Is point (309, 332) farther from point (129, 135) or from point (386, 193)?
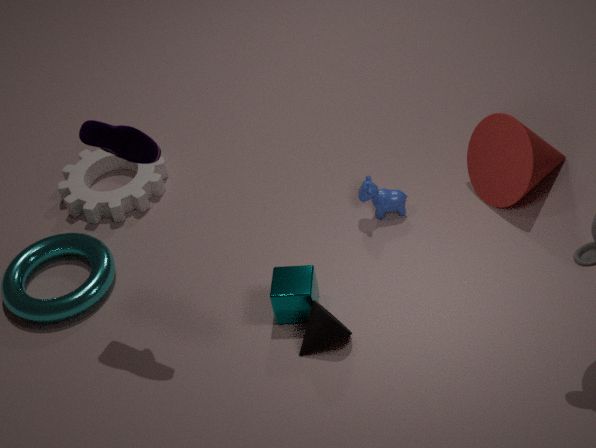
point (129, 135)
